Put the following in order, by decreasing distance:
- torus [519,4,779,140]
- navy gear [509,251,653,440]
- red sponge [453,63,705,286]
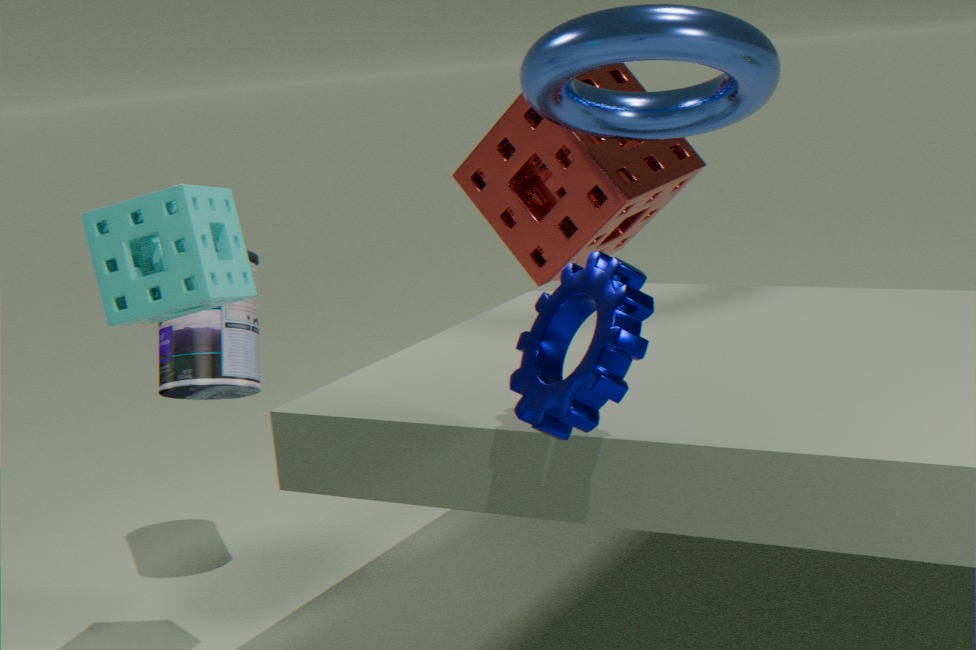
red sponge [453,63,705,286] < torus [519,4,779,140] < navy gear [509,251,653,440]
